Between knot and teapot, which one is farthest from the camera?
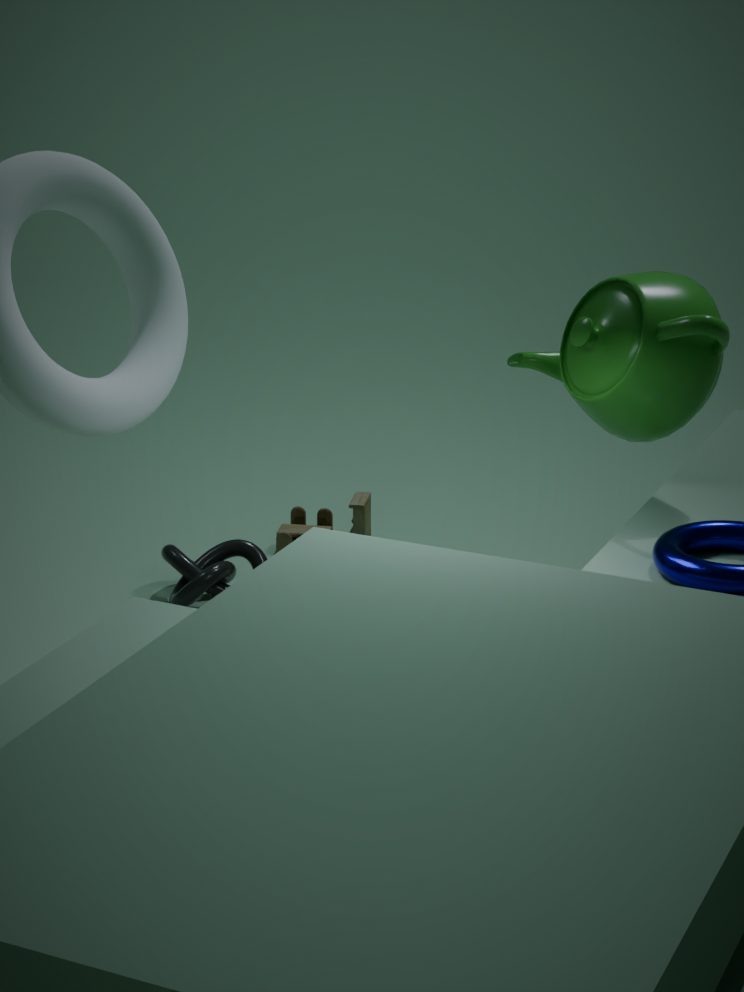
knot
